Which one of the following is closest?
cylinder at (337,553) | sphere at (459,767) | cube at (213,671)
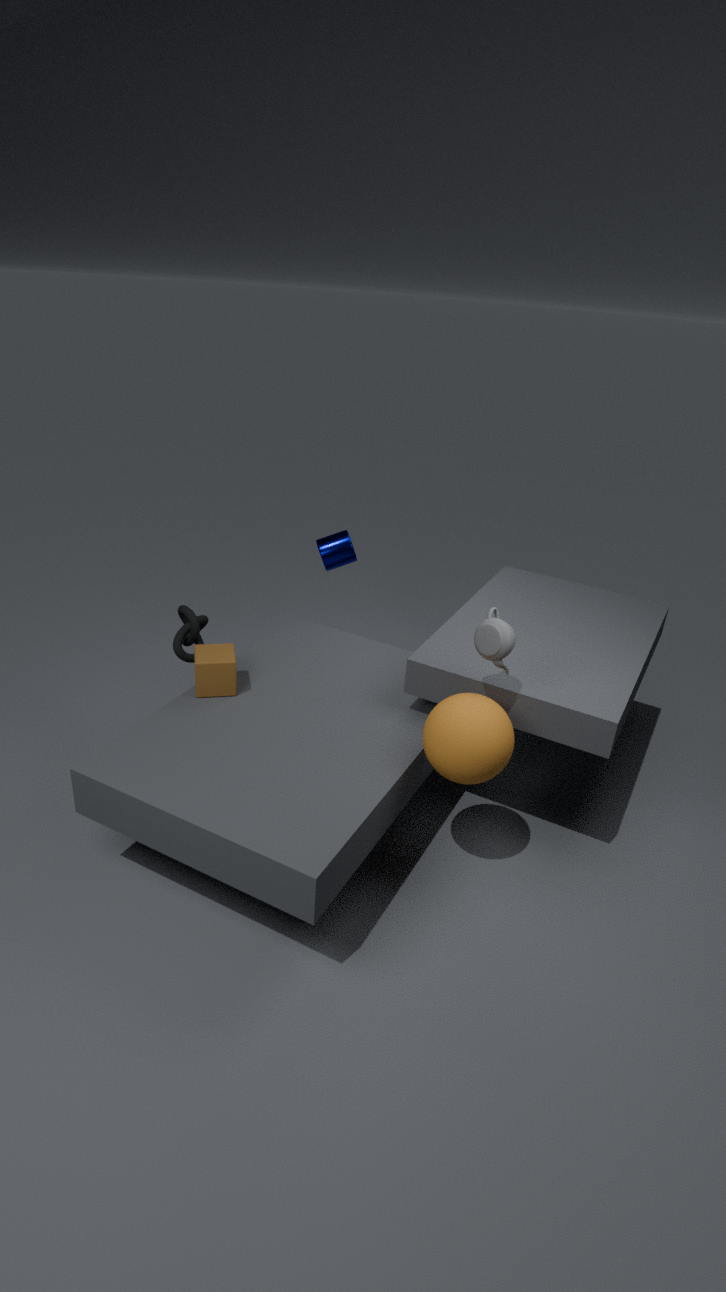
sphere at (459,767)
